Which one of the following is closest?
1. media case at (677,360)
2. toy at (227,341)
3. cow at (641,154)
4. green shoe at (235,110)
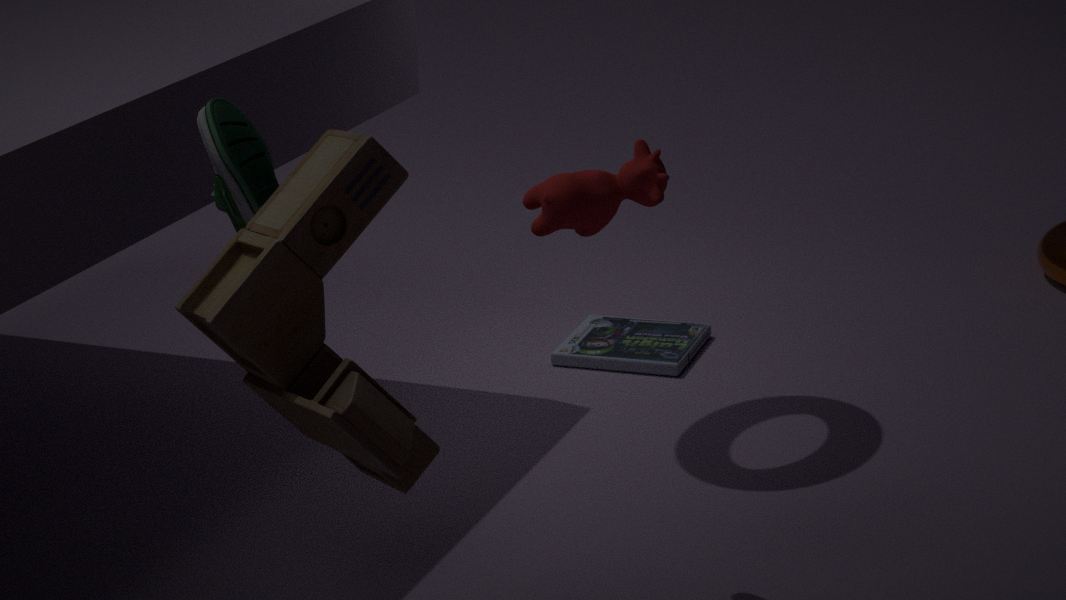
toy at (227,341)
